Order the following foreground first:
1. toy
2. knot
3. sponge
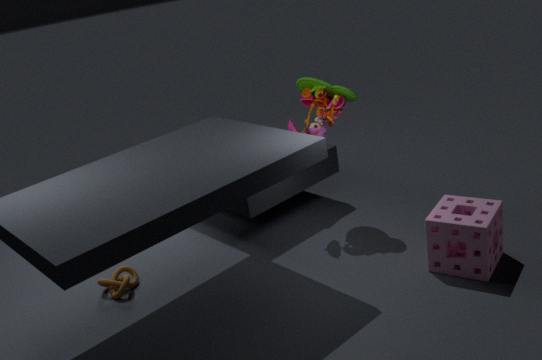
sponge → knot → toy
